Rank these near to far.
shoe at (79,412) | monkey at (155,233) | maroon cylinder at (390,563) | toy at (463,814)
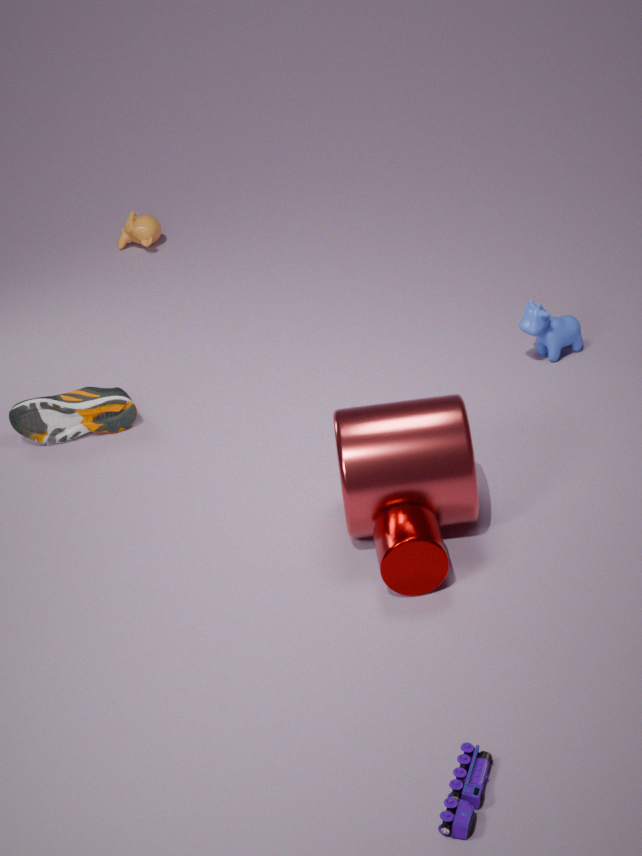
toy at (463,814), maroon cylinder at (390,563), shoe at (79,412), monkey at (155,233)
